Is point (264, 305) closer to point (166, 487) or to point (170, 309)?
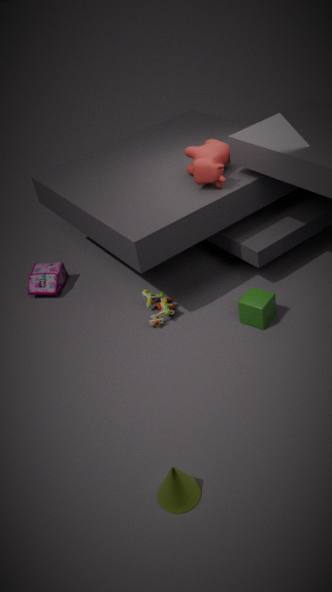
point (170, 309)
